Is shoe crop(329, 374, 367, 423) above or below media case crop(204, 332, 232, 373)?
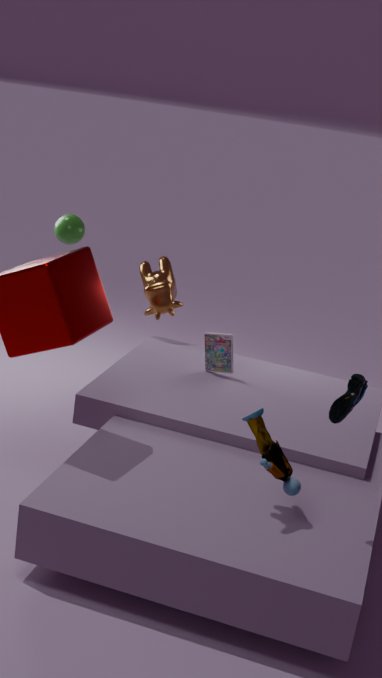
above
